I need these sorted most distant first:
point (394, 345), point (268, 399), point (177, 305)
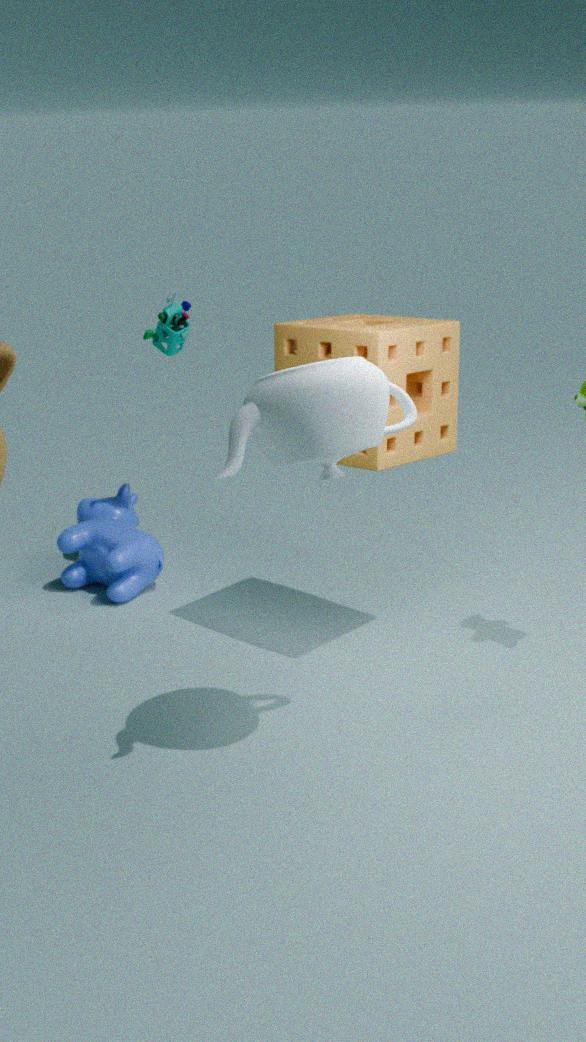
point (177, 305), point (394, 345), point (268, 399)
